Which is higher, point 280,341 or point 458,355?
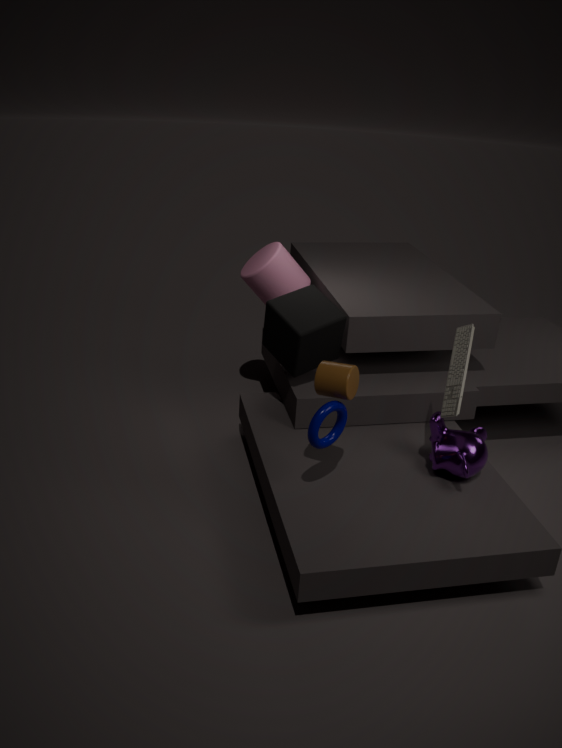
point 458,355
